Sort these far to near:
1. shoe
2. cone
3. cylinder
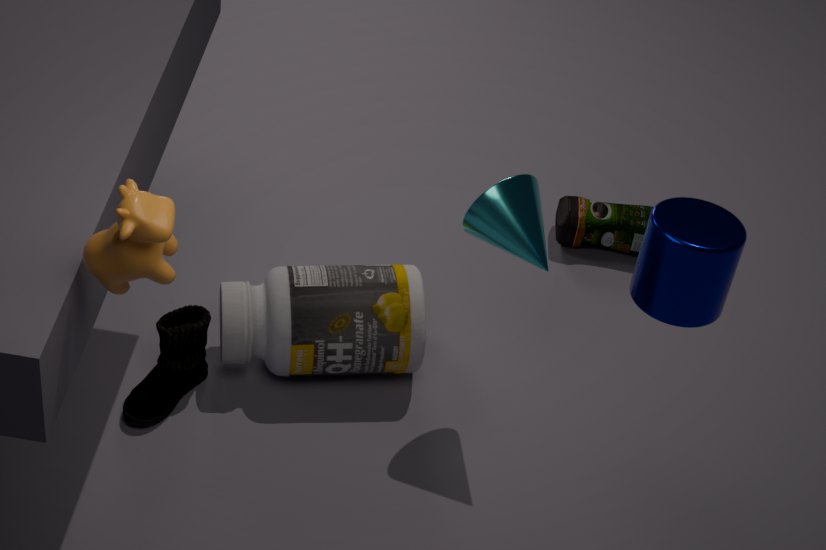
shoe, cone, cylinder
